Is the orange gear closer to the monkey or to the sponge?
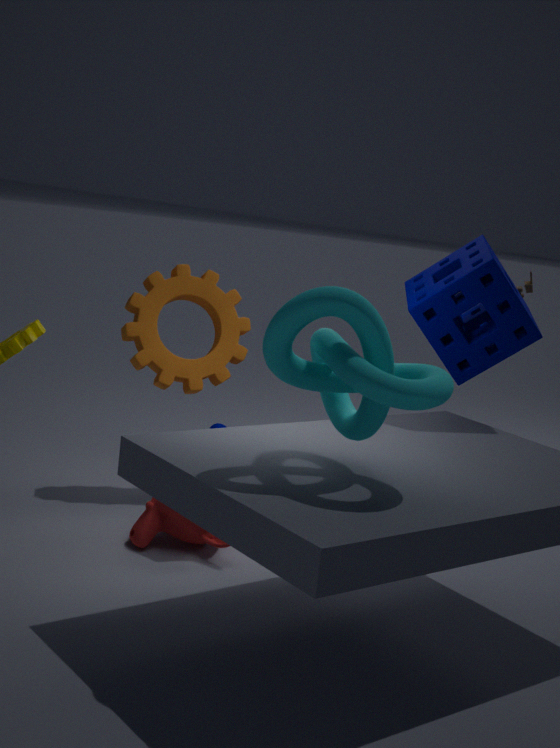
the monkey
